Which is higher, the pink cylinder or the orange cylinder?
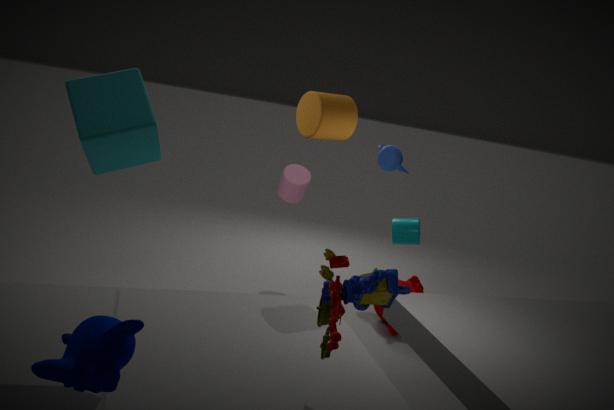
the orange cylinder
